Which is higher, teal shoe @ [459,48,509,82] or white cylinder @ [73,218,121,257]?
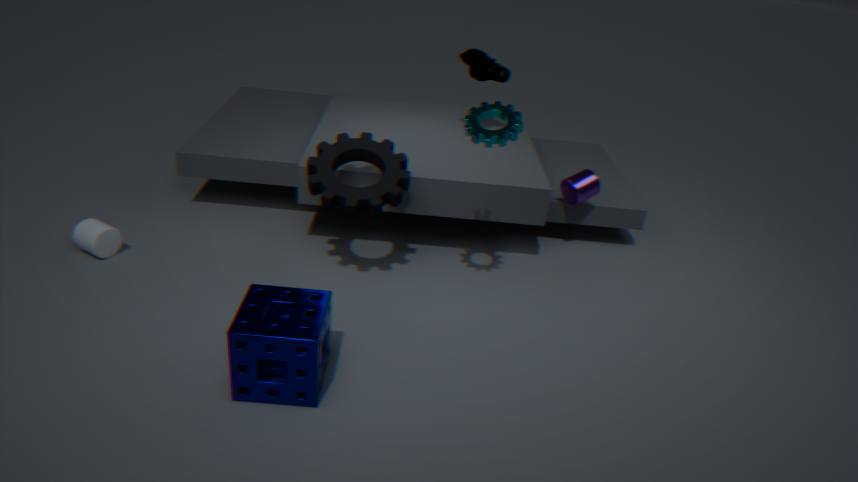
teal shoe @ [459,48,509,82]
